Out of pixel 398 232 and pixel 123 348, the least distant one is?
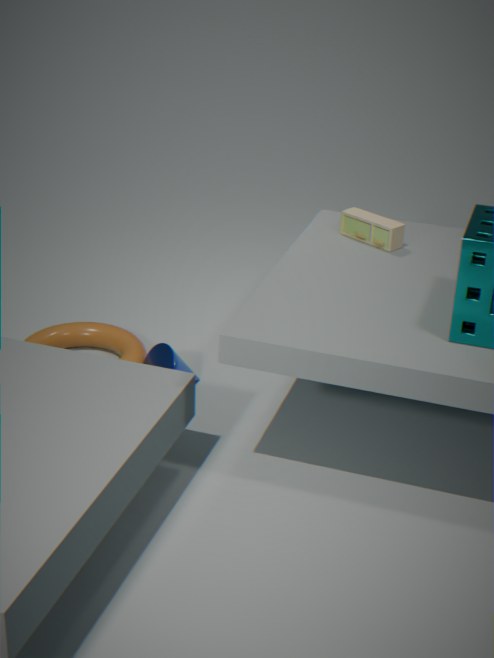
pixel 398 232
